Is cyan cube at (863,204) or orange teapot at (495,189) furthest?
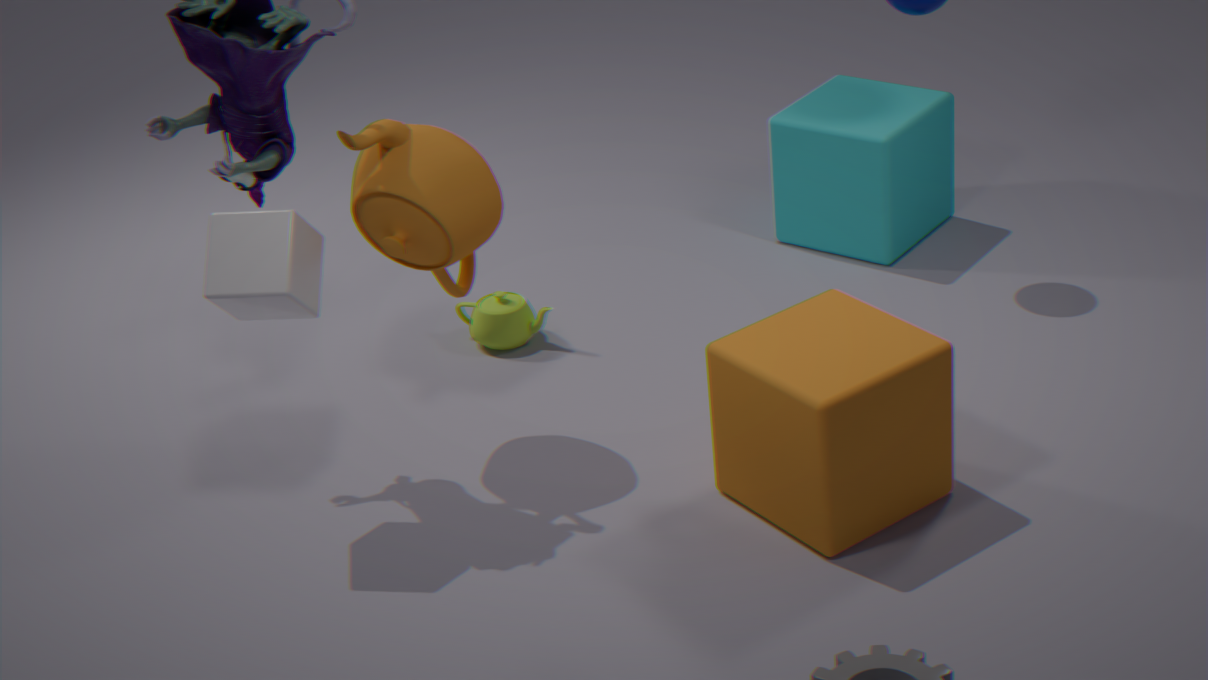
cyan cube at (863,204)
